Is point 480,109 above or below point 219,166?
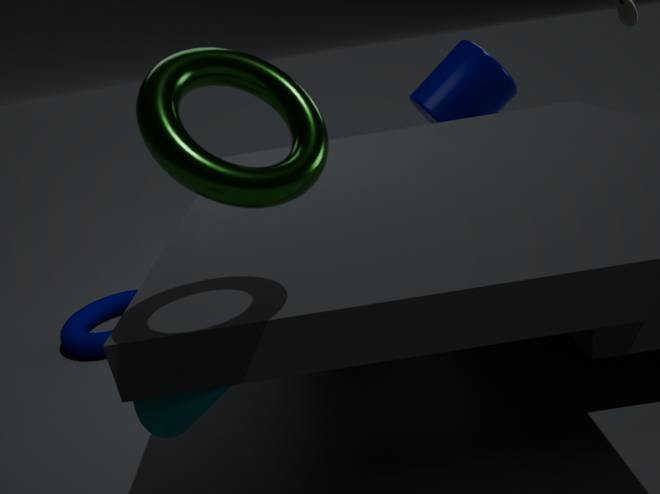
below
